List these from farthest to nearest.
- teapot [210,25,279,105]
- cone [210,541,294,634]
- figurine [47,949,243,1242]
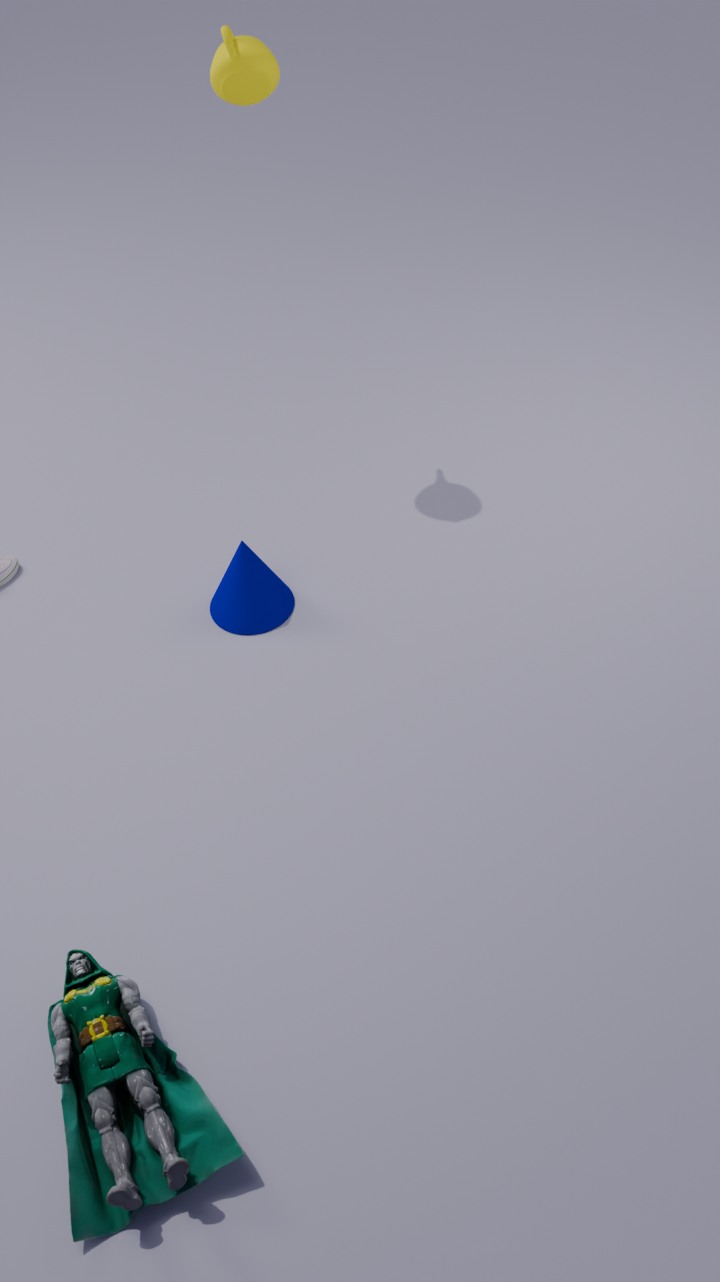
cone [210,541,294,634] → teapot [210,25,279,105] → figurine [47,949,243,1242]
